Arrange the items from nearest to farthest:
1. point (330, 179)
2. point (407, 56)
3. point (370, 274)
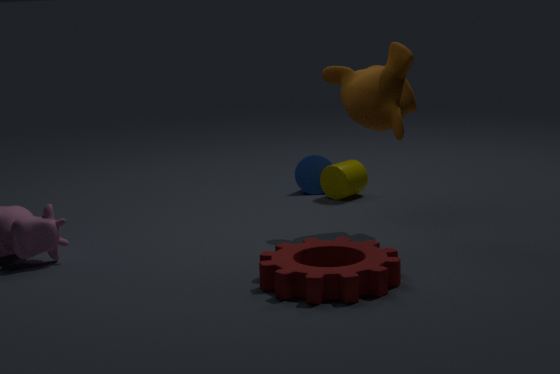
point (370, 274), point (407, 56), point (330, 179)
